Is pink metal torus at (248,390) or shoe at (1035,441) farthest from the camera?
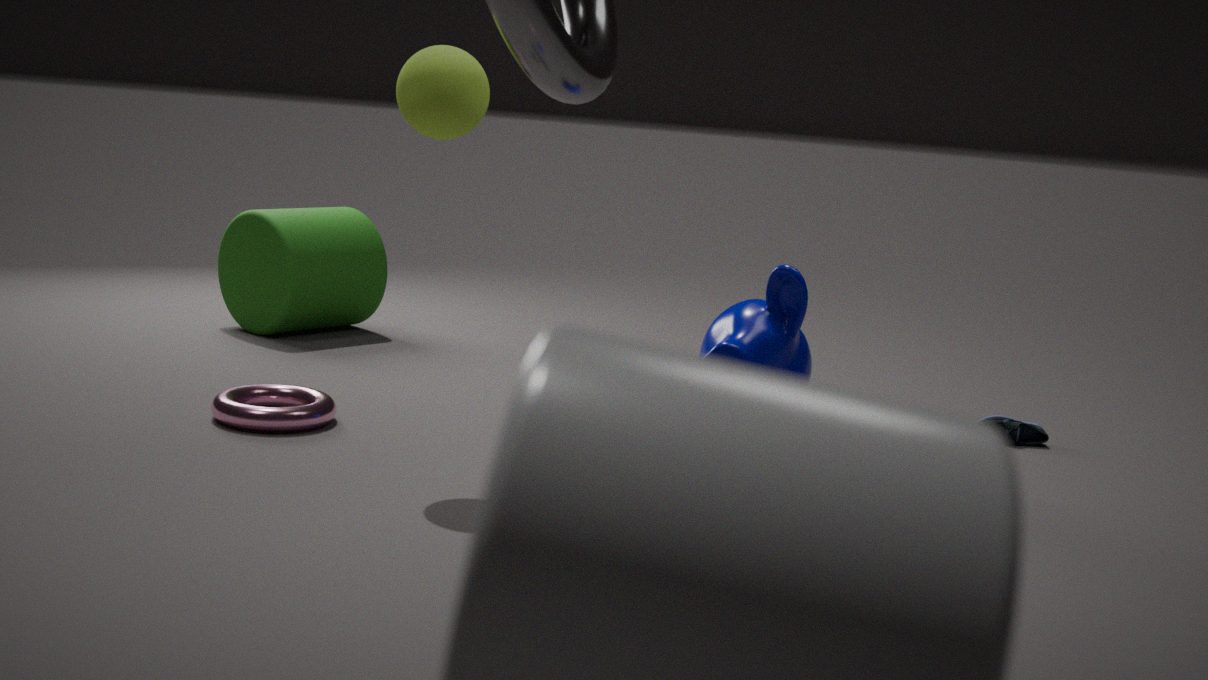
shoe at (1035,441)
